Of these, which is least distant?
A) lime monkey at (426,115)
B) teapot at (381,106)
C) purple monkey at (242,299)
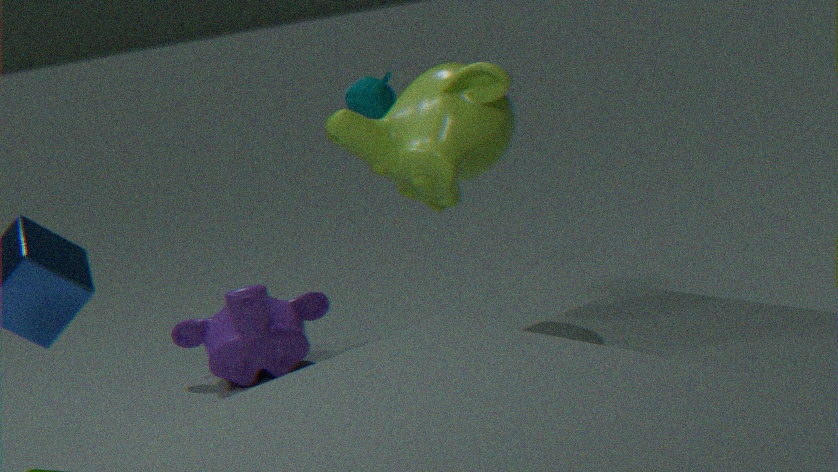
lime monkey at (426,115)
